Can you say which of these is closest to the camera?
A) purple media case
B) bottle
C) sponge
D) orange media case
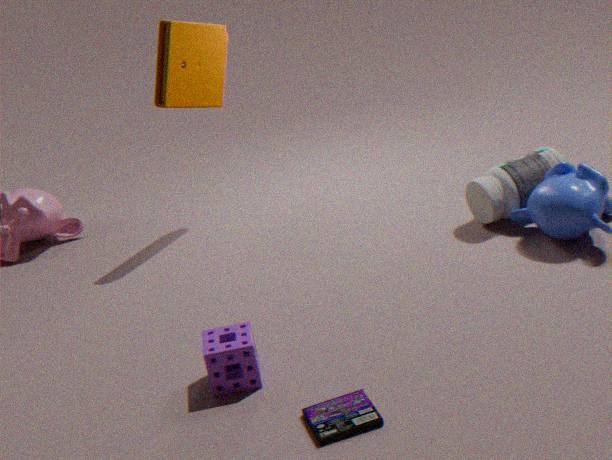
purple media case
